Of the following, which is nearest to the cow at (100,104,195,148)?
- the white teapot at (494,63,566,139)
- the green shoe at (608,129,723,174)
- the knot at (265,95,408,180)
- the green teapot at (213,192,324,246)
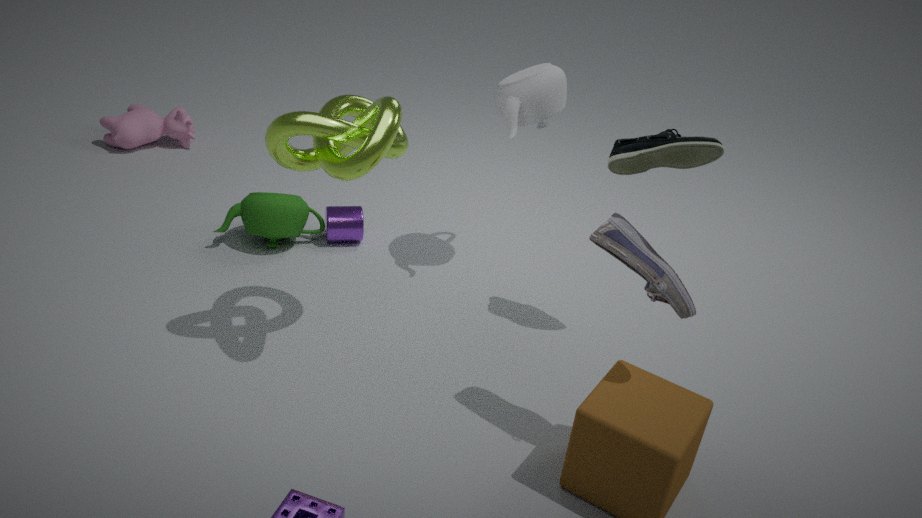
the green teapot at (213,192,324,246)
